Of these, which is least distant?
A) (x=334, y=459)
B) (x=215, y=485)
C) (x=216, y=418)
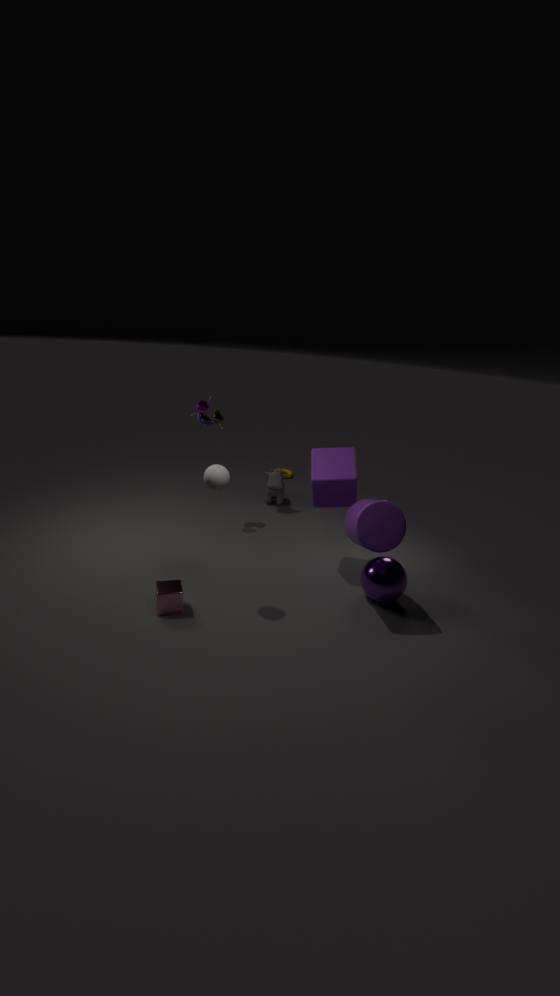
B. (x=215, y=485)
